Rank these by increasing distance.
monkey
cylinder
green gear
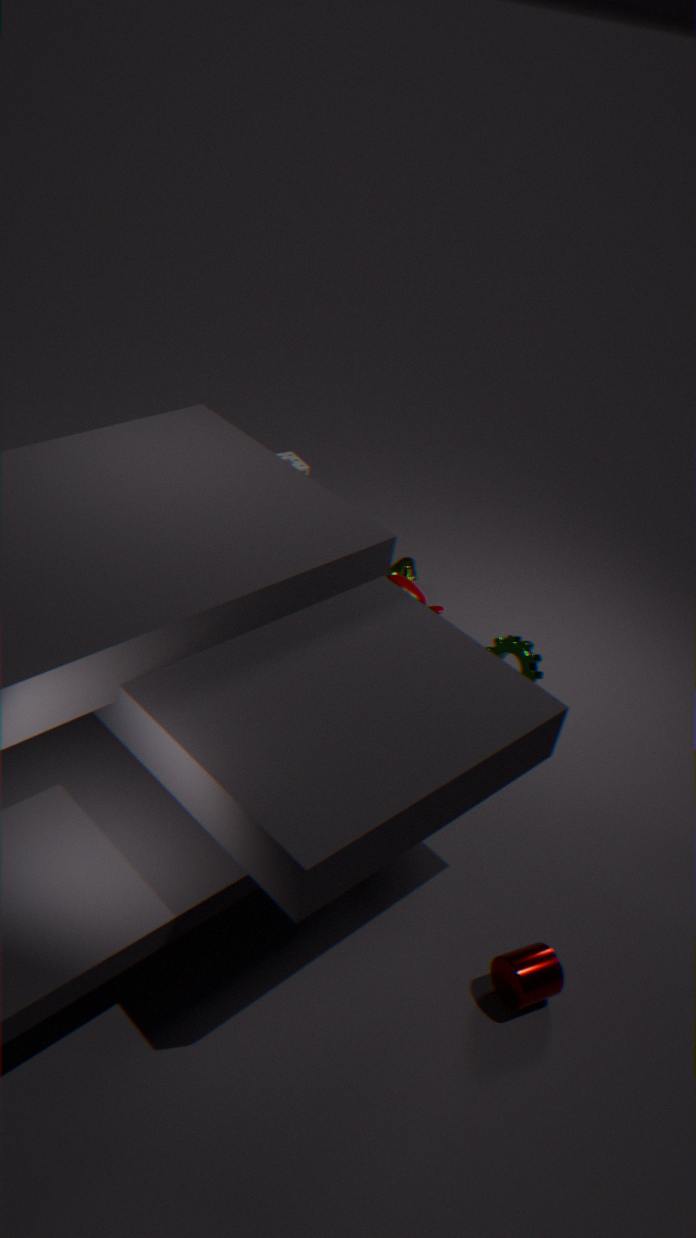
1. cylinder
2. green gear
3. monkey
